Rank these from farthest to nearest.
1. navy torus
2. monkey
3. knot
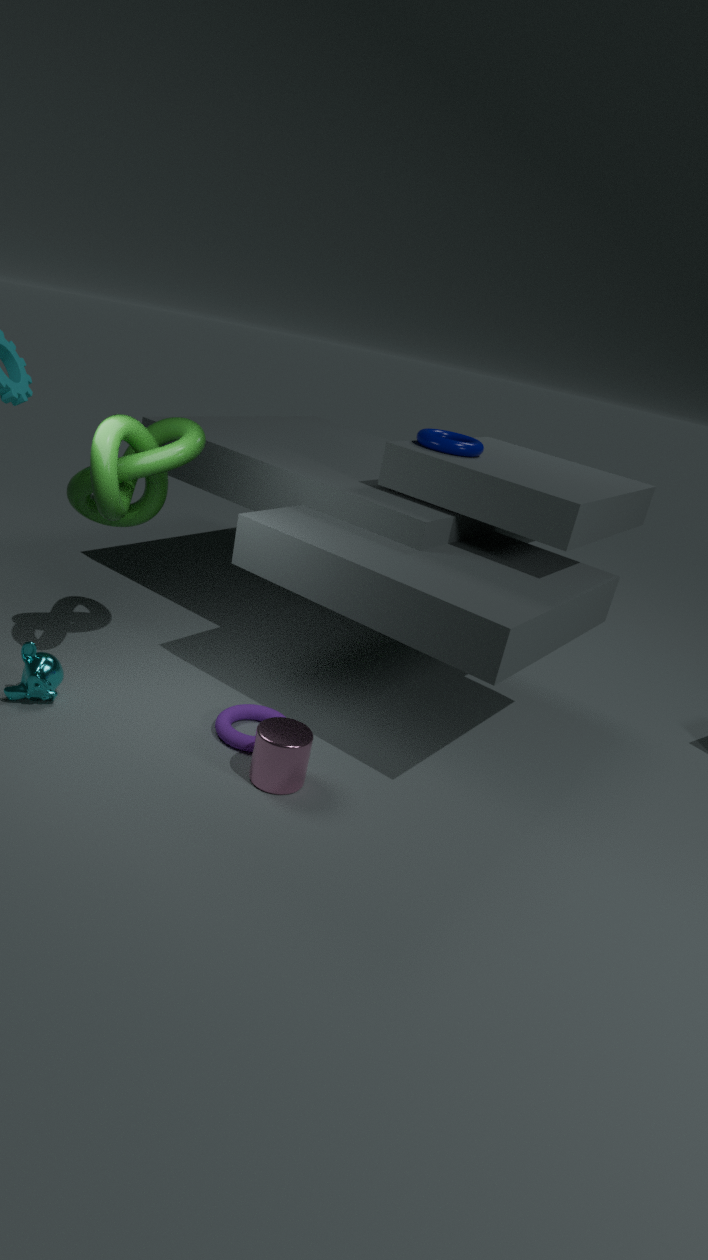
1. navy torus
2. monkey
3. knot
